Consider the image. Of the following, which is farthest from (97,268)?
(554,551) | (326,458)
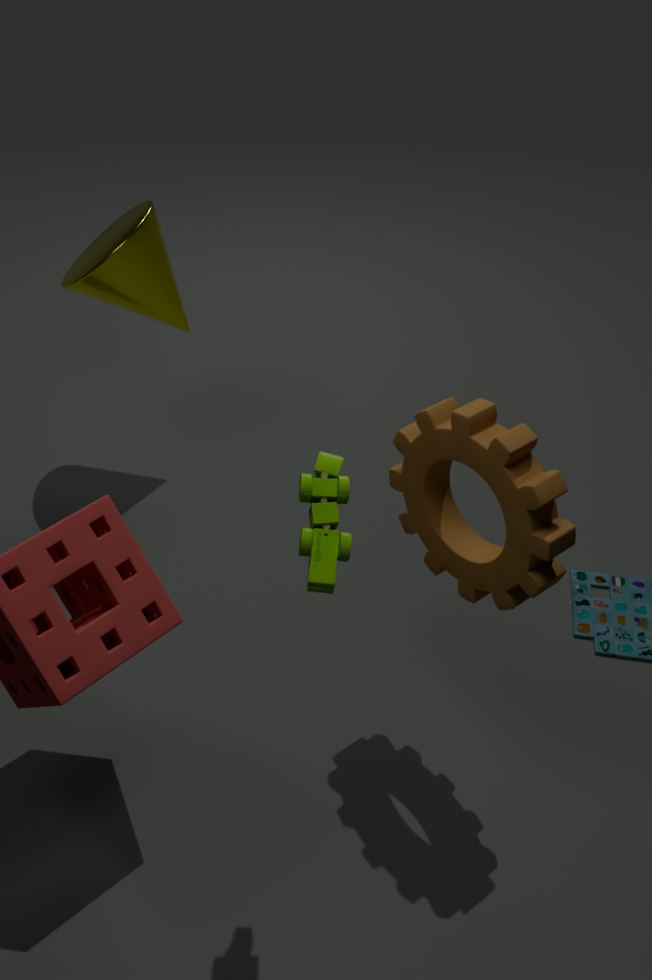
(326,458)
